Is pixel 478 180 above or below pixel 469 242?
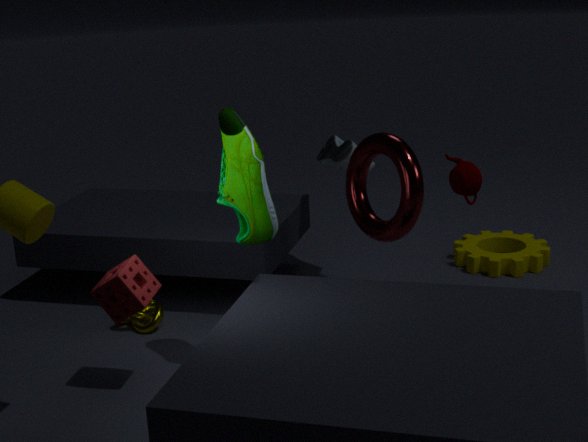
above
